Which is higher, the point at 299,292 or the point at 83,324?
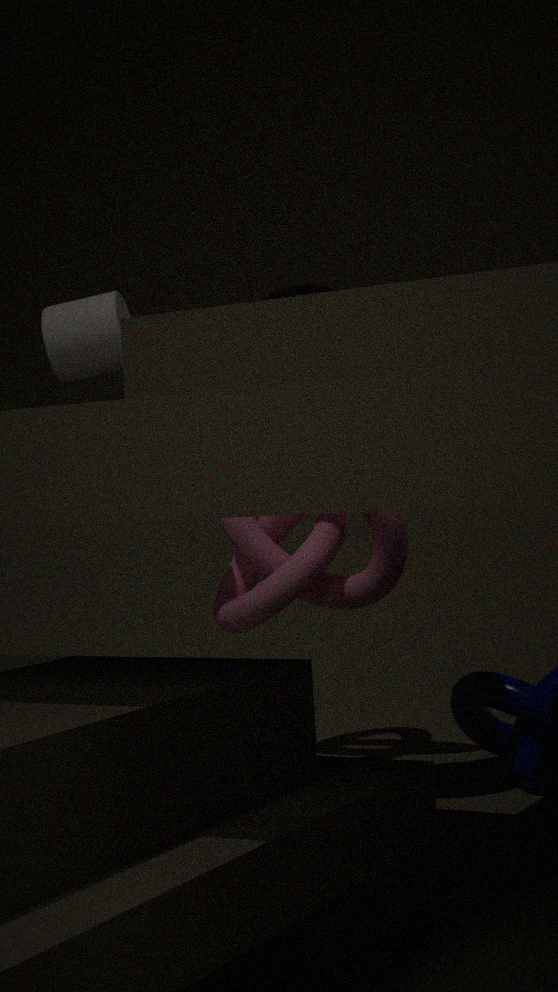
the point at 83,324
